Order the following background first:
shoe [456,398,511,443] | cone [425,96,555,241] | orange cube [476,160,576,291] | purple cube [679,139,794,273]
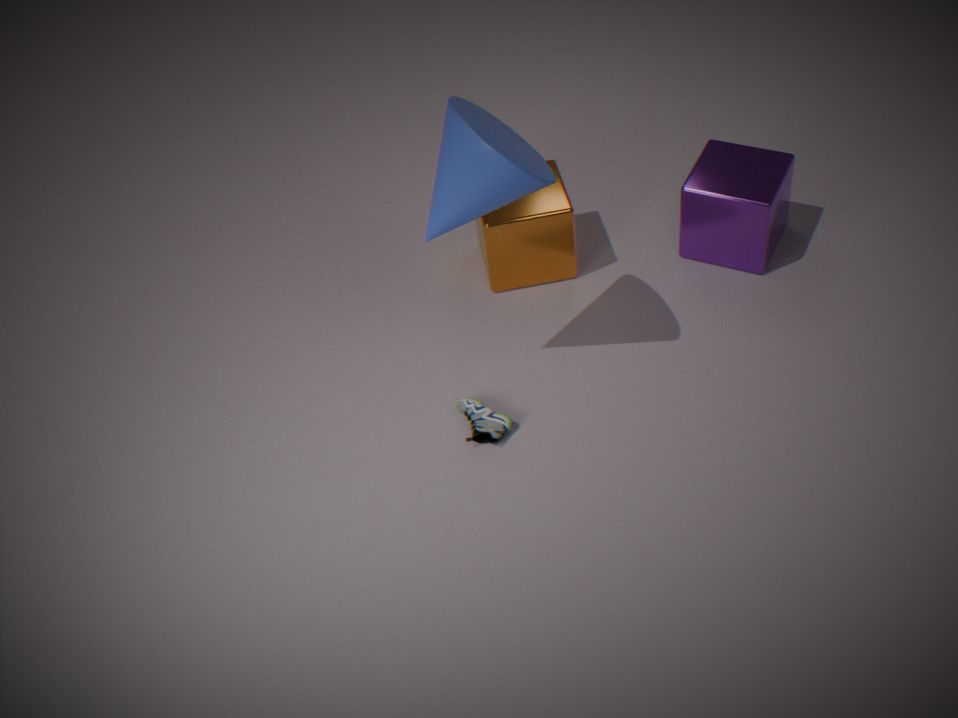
orange cube [476,160,576,291], purple cube [679,139,794,273], shoe [456,398,511,443], cone [425,96,555,241]
